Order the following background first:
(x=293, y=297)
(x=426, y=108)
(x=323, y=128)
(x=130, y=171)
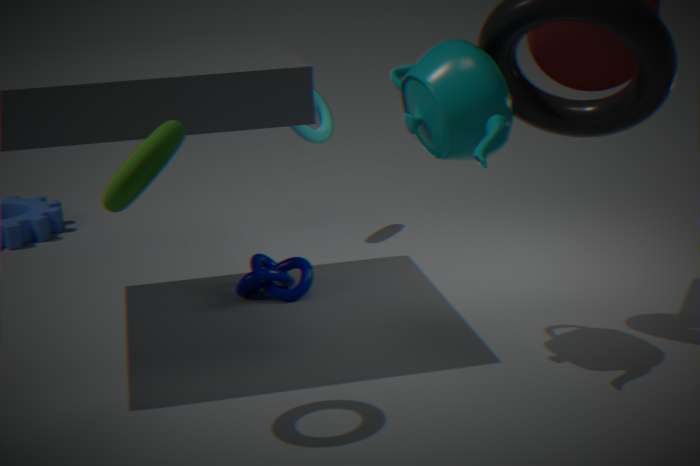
(x=323, y=128), (x=293, y=297), (x=426, y=108), (x=130, y=171)
